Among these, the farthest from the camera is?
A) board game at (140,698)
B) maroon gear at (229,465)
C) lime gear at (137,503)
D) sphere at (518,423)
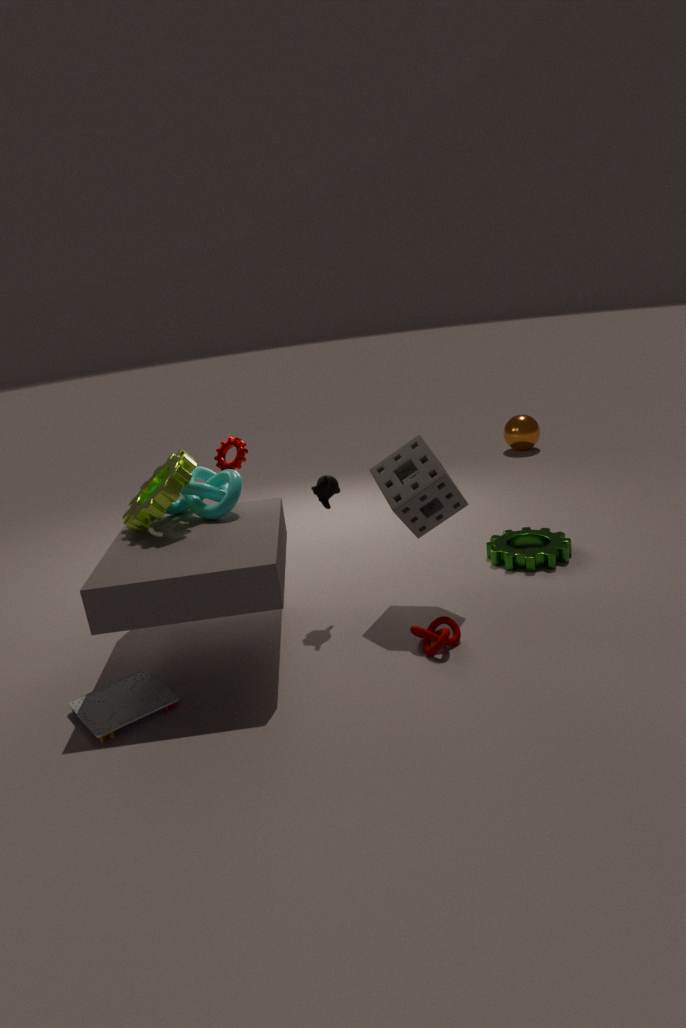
sphere at (518,423)
